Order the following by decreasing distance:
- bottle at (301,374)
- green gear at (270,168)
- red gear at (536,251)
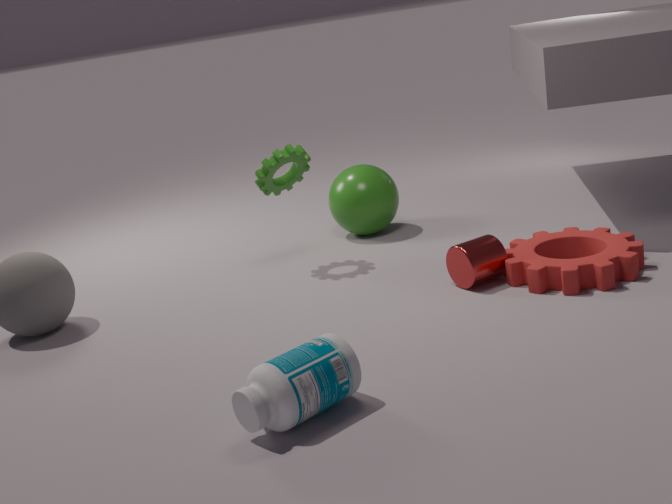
green gear at (270,168) → red gear at (536,251) → bottle at (301,374)
